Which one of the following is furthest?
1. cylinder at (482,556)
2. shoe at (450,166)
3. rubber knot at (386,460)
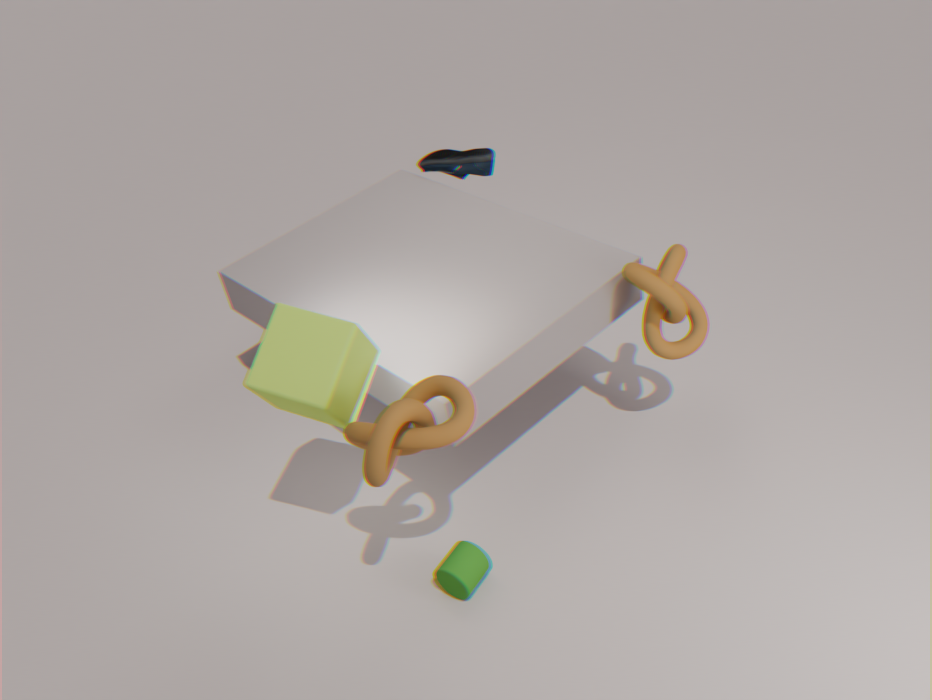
shoe at (450,166)
